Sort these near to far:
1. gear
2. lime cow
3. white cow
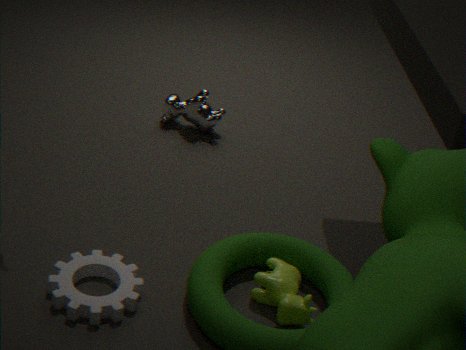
gear, lime cow, white cow
